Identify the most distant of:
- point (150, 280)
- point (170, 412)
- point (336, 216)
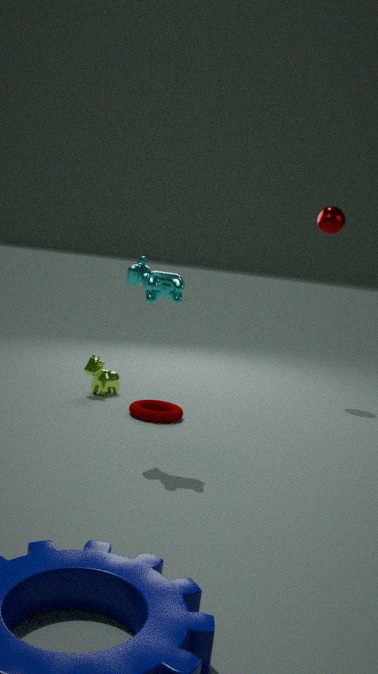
point (336, 216)
